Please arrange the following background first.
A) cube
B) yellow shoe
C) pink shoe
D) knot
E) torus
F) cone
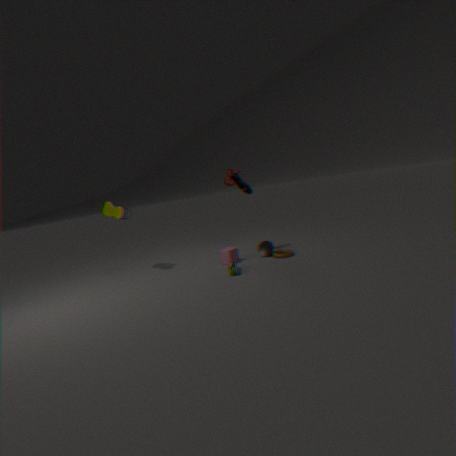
cone
cube
knot
yellow shoe
torus
pink shoe
